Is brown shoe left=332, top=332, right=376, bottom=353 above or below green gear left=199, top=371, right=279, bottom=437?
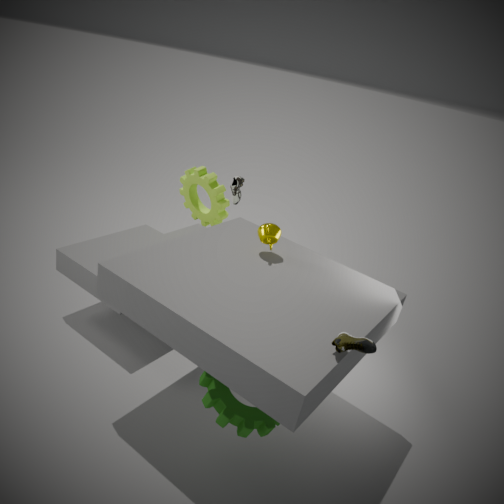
above
